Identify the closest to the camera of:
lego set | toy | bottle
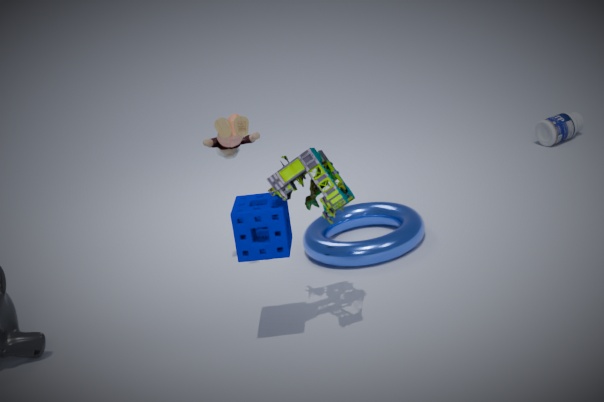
lego set
